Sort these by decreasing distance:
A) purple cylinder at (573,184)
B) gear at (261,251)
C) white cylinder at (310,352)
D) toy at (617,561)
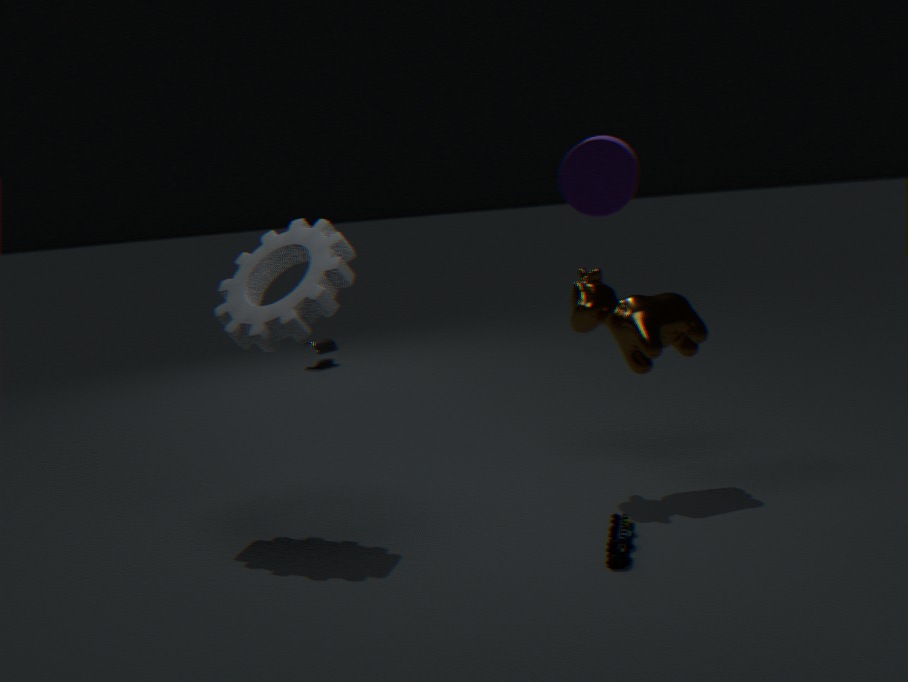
white cylinder at (310,352) → gear at (261,251) → toy at (617,561) → purple cylinder at (573,184)
